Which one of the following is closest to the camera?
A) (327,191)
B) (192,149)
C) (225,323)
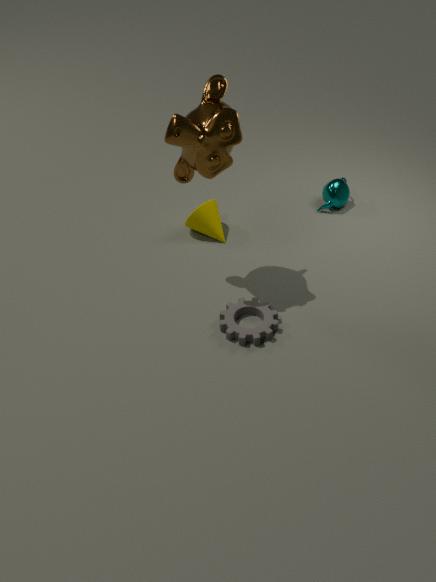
(192,149)
